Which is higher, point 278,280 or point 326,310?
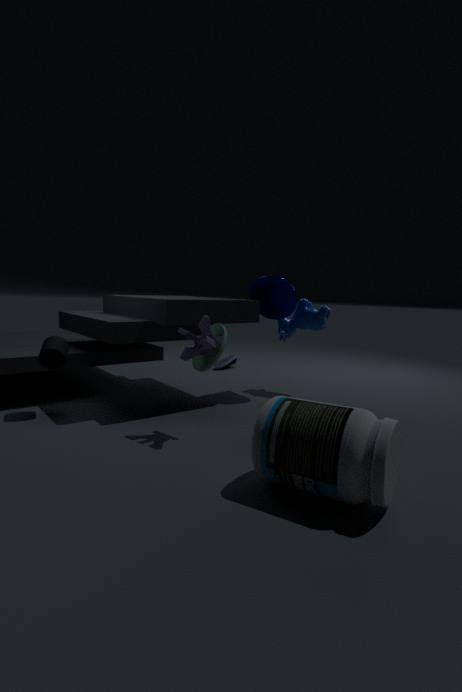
point 278,280
